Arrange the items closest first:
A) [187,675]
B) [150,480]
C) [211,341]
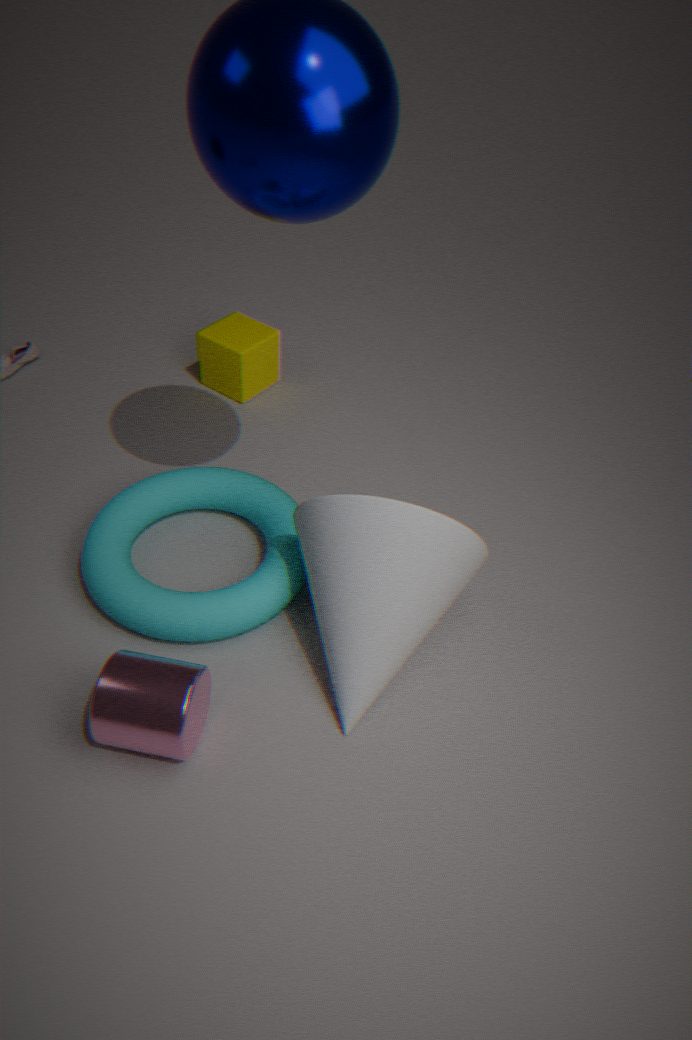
[187,675] → [150,480] → [211,341]
